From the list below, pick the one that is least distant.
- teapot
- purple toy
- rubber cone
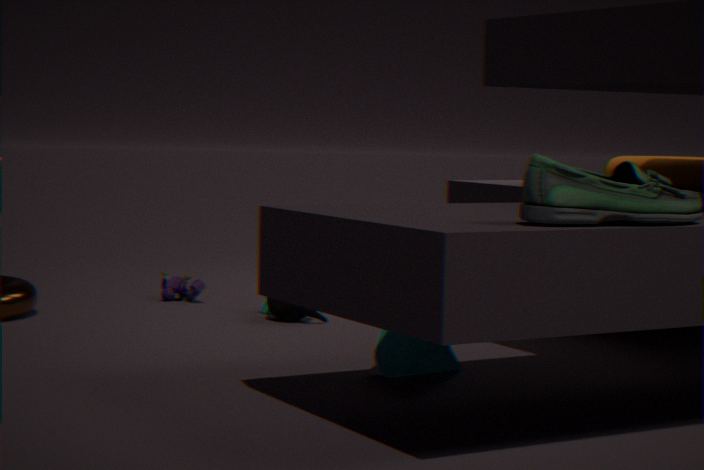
rubber cone
